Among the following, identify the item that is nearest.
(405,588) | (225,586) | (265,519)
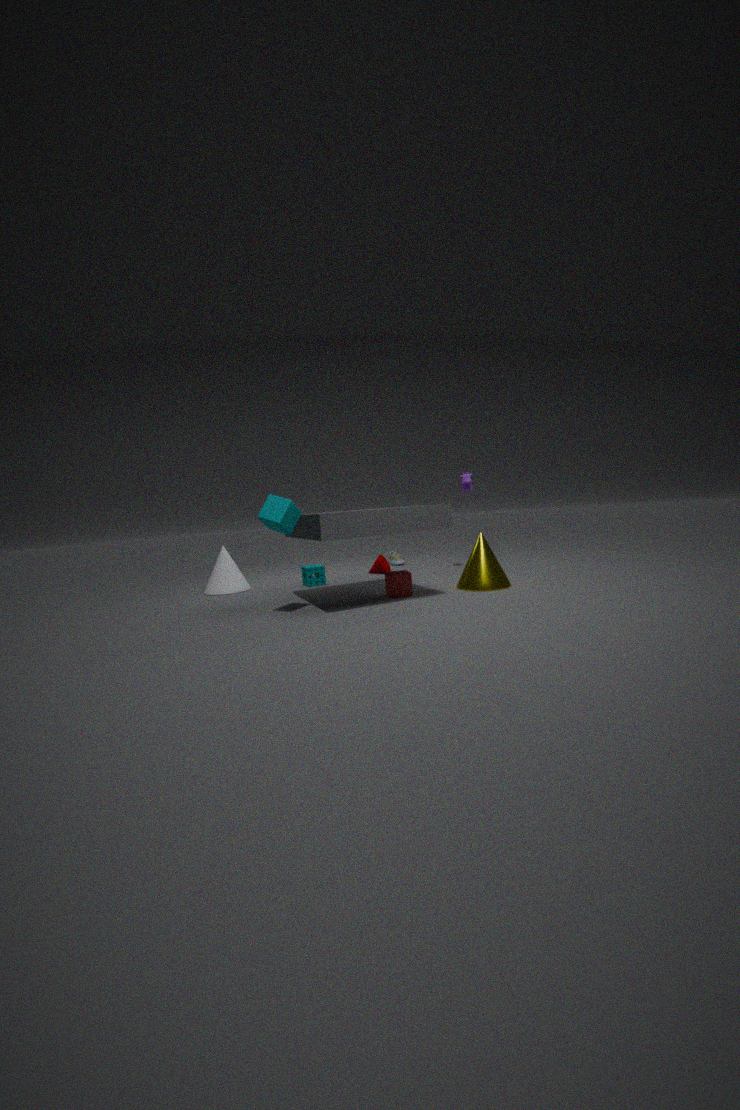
(265,519)
